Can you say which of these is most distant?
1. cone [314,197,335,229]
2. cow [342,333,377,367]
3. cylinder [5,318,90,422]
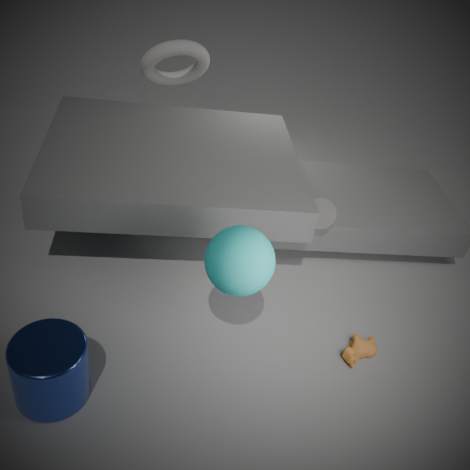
cone [314,197,335,229]
